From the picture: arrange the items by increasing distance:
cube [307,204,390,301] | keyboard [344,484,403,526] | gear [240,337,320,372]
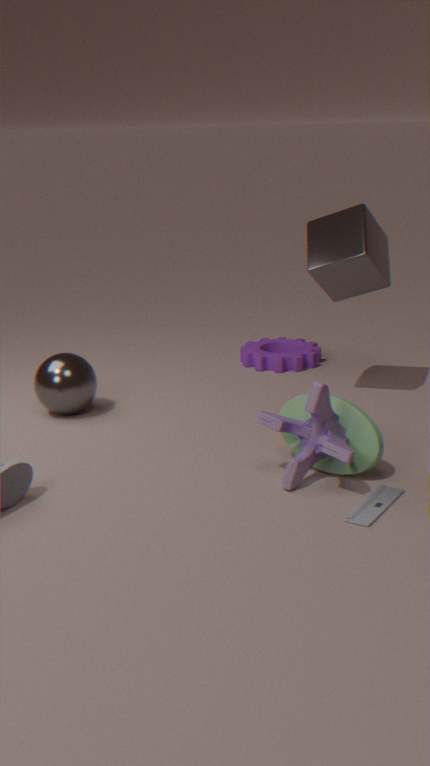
keyboard [344,484,403,526]
cube [307,204,390,301]
gear [240,337,320,372]
